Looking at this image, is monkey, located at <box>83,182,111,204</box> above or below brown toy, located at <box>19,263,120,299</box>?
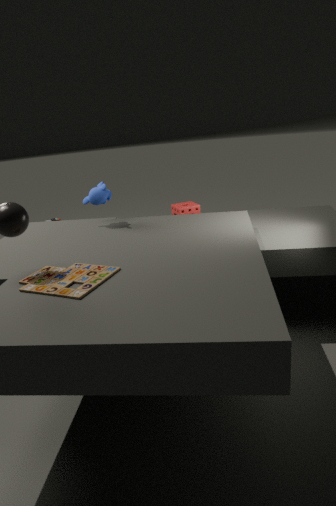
above
